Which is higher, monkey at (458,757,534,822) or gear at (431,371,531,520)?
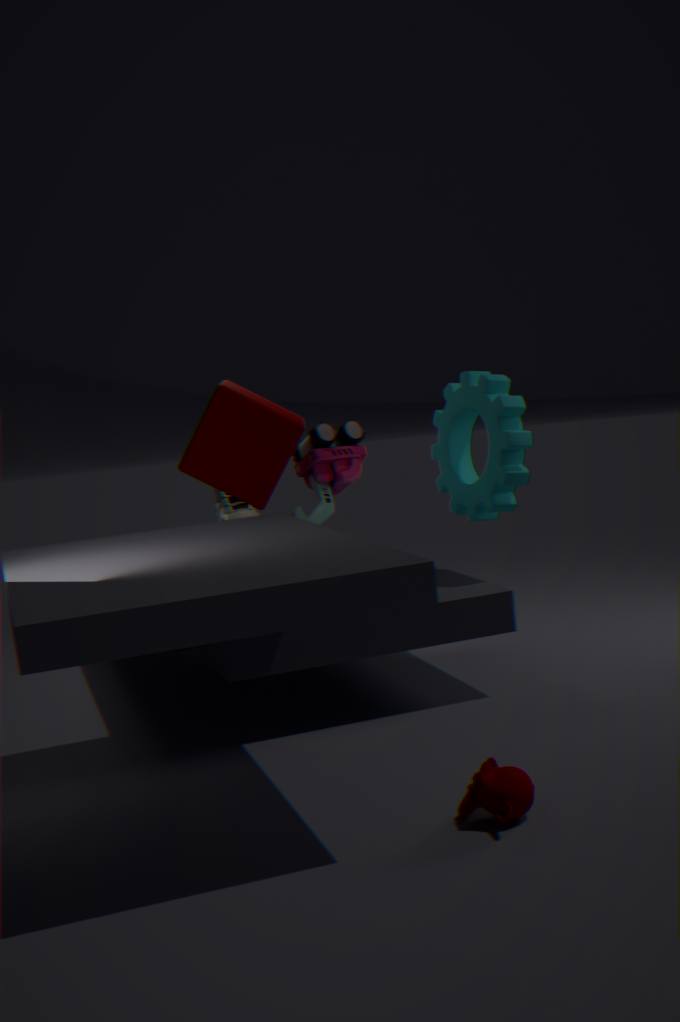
gear at (431,371,531,520)
